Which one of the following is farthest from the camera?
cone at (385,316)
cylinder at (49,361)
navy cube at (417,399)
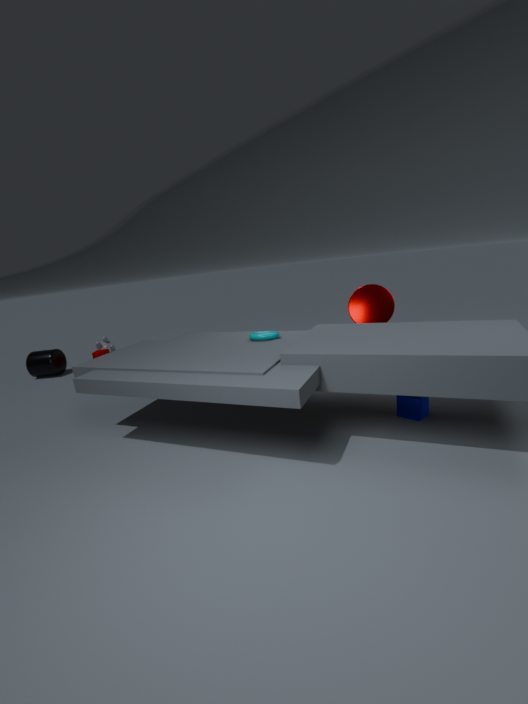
cylinder at (49,361)
